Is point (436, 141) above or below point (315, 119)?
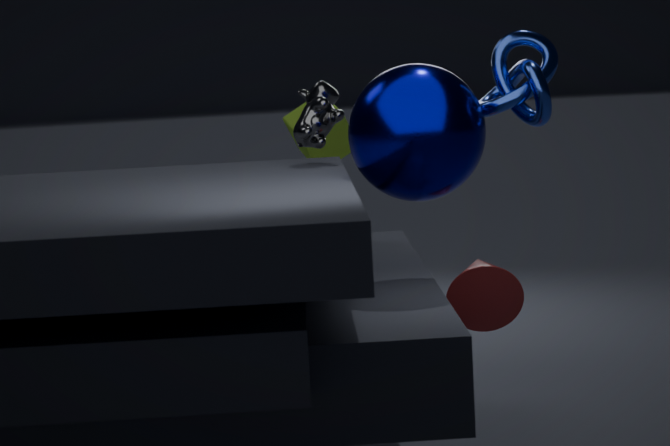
below
